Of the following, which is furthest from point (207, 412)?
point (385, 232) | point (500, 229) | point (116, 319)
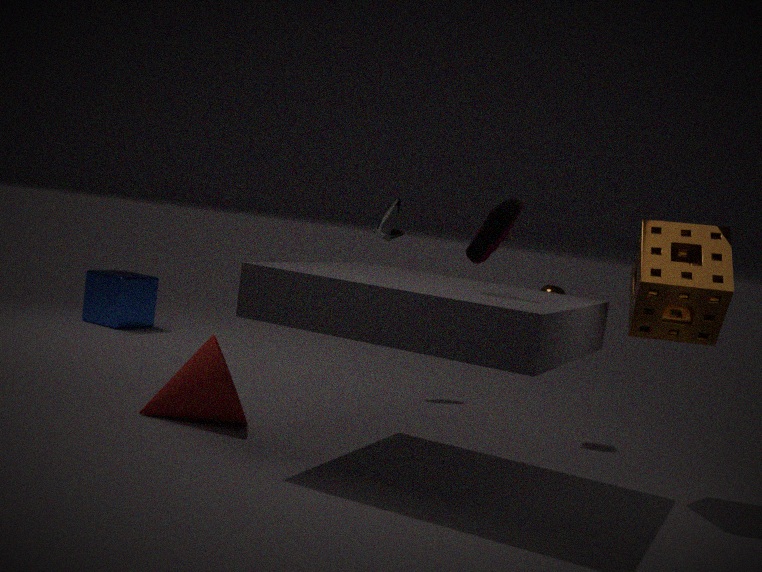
point (116, 319)
